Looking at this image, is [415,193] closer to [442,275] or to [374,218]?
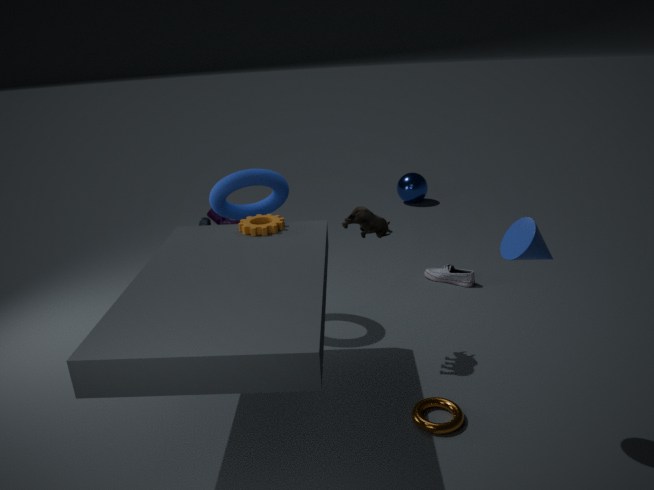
[442,275]
